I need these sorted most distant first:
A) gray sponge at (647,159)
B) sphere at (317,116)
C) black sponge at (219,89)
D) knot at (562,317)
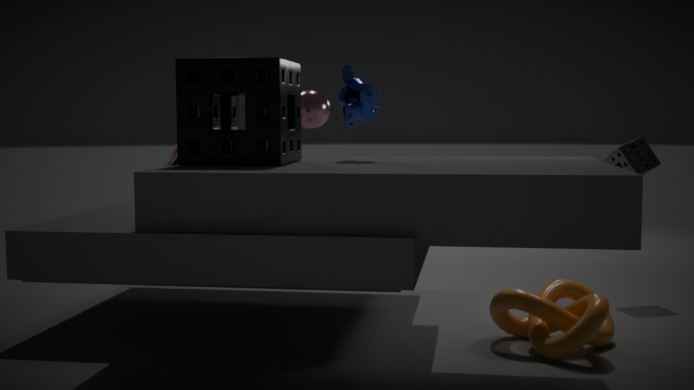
gray sponge at (647,159) < sphere at (317,116) < knot at (562,317) < black sponge at (219,89)
